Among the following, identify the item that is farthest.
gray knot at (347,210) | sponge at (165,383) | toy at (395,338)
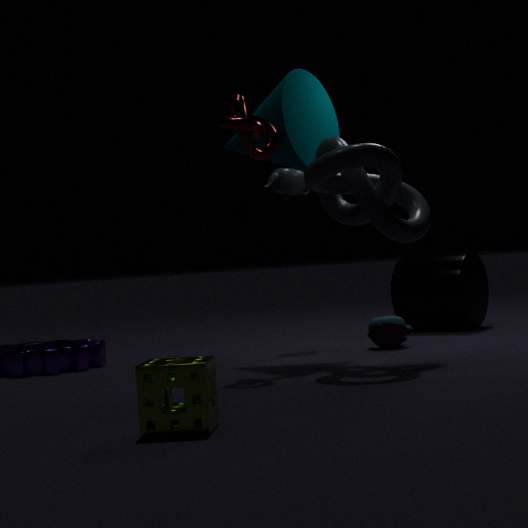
toy at (395,338)
